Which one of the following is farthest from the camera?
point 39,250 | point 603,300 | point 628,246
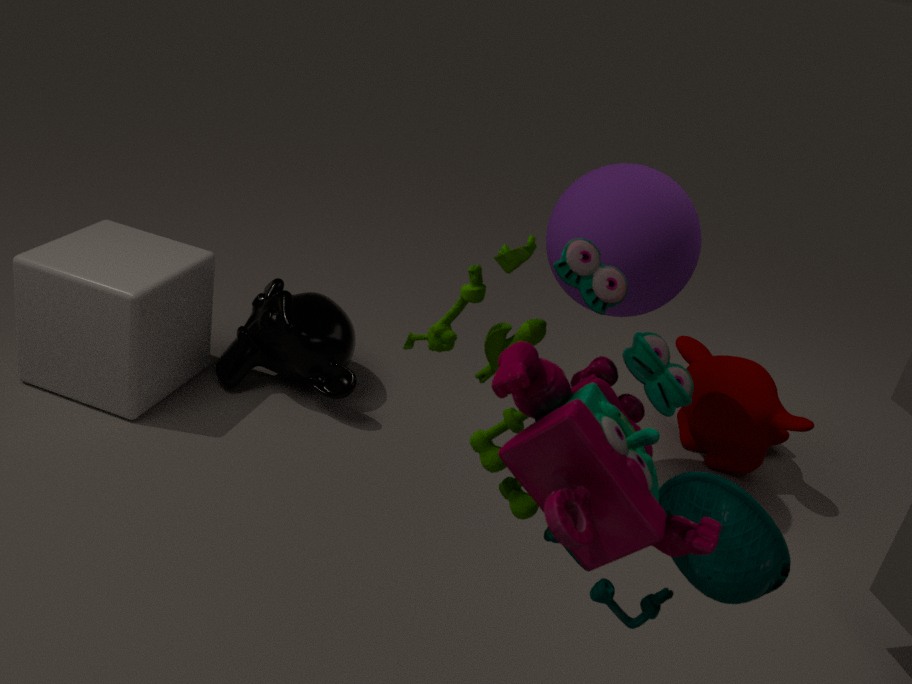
point 39,250
